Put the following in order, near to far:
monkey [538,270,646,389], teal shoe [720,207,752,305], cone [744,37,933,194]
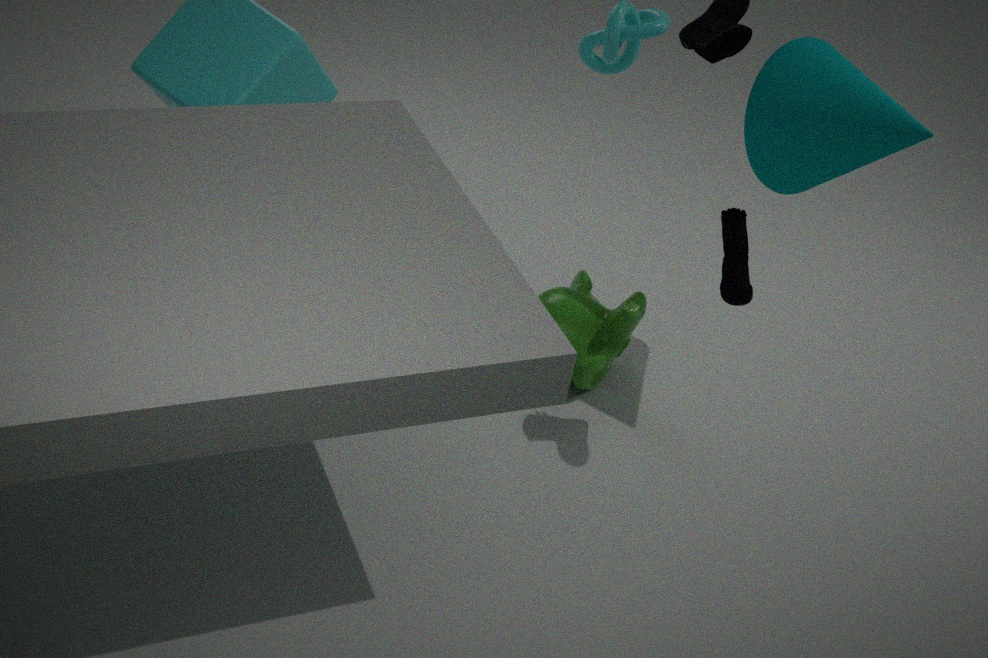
teal shoe [720,207,752,305] → cone [744,37,933,194] → monkey [538,270,646,389]
